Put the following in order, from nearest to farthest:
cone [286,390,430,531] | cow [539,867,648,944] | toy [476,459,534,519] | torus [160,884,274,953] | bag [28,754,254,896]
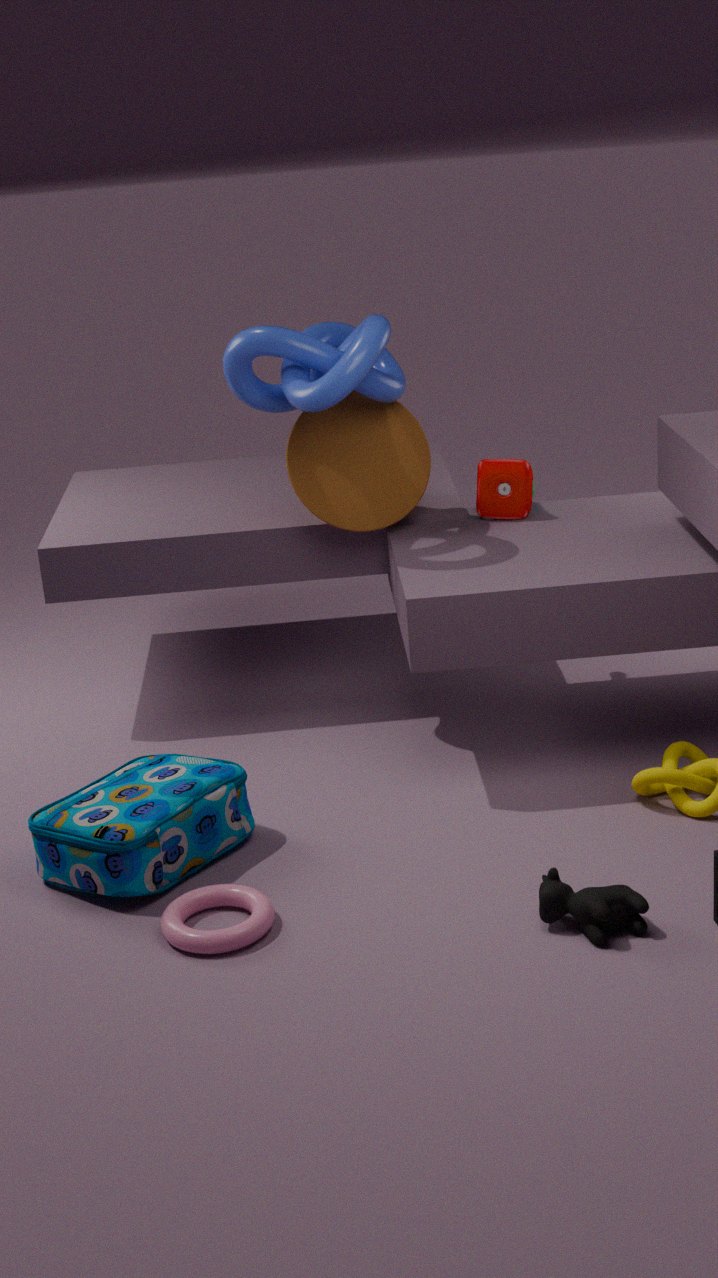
cow [539,867,648,944], torus [160,884,274,953], bag [28,754,254,896], cone [286,390,430,531], toy [476,459,534,519]
